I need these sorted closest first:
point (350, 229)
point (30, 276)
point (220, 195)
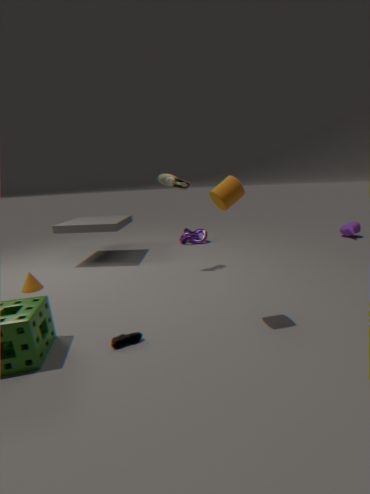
1. point (220, 195)
2. point (30, 276)
3. point (350, 229)
